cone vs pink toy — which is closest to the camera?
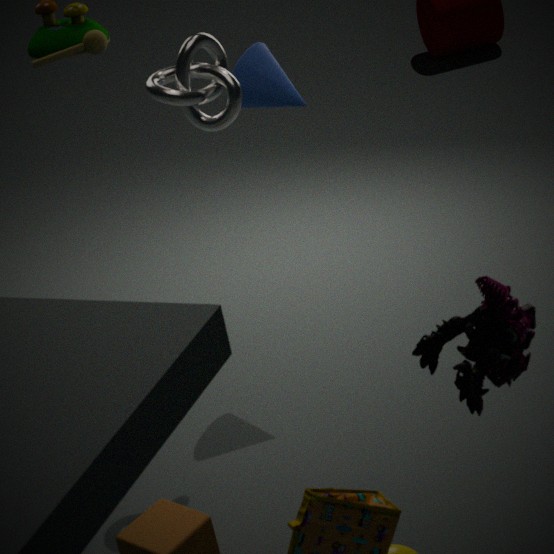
pink toy
